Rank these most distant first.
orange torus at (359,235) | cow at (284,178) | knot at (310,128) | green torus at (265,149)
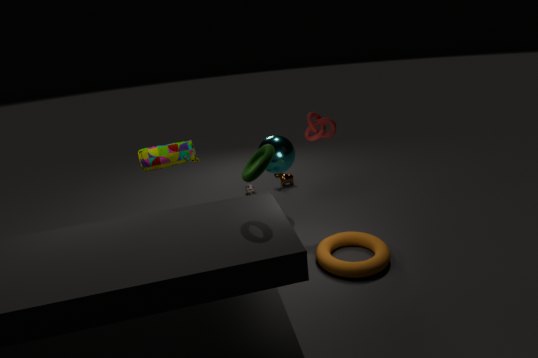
cow at (284,178)
knot at (310,128)
orange torus at (359,235)
green torus at (265,149)
